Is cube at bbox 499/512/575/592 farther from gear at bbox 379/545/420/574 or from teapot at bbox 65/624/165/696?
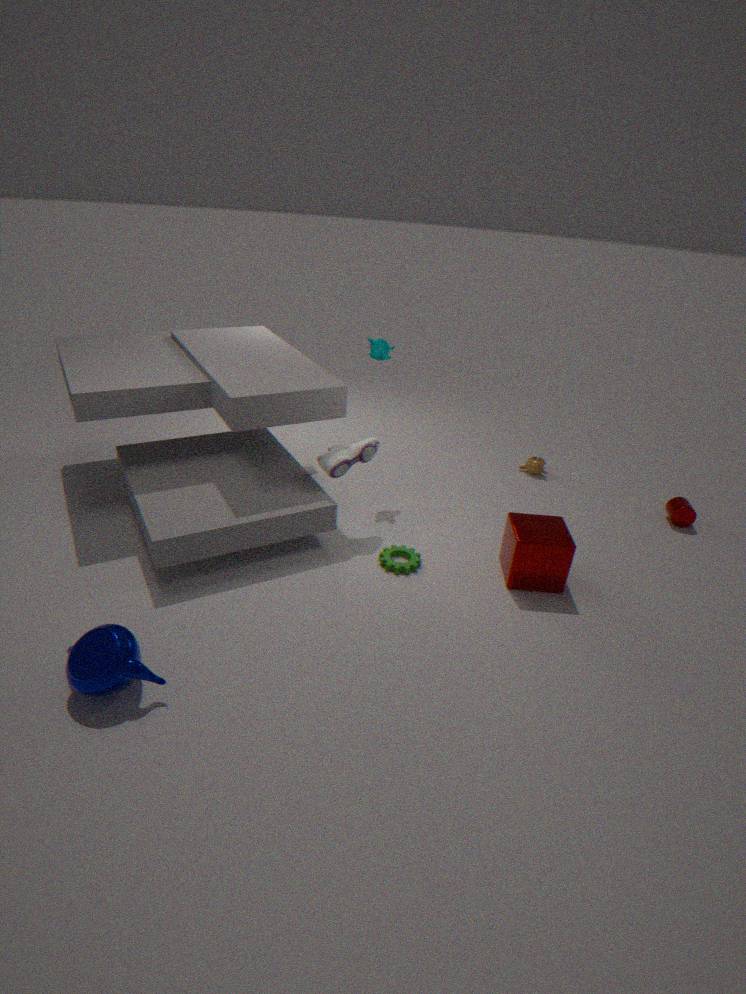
teapot at bbox 65/624/165/696
